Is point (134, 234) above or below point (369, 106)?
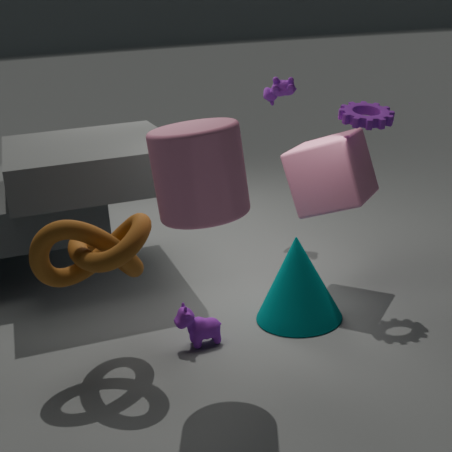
below
